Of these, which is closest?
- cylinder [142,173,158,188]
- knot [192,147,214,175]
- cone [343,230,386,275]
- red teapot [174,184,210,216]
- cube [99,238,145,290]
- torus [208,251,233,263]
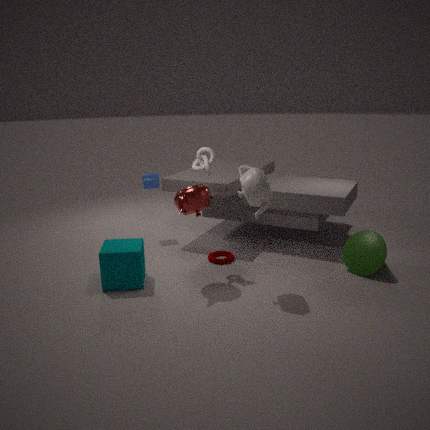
red teapot [174,184,210,216]
